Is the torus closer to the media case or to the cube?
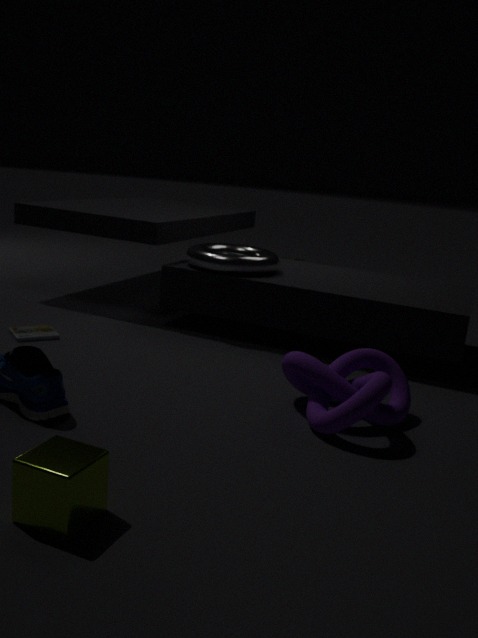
the media case
